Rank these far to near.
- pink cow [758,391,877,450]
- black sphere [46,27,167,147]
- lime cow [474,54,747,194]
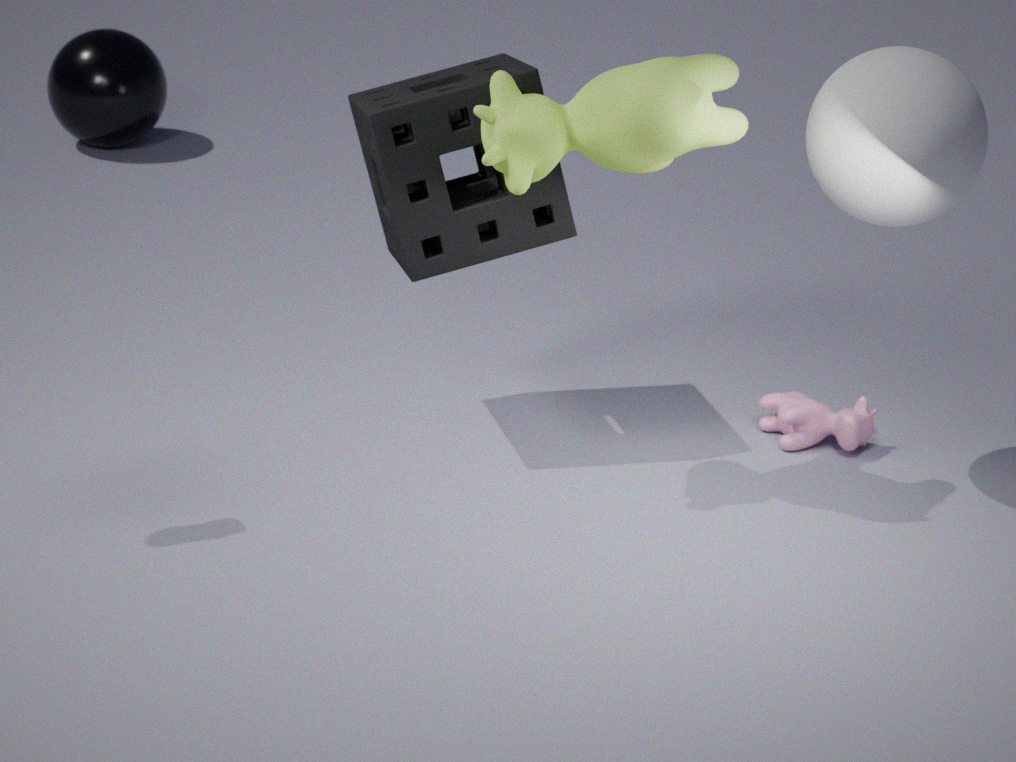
black sphere [46,27,167,147]
pink cow [758,391,877,450]
lime cow [474,54,747,194]
